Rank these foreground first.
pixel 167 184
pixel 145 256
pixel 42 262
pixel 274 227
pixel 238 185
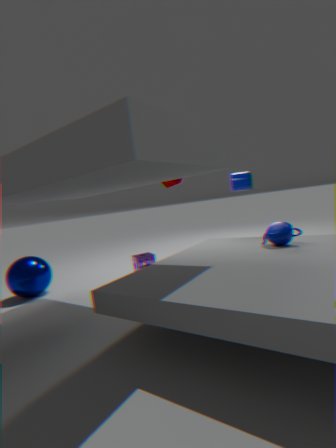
1. pixel 274 227
2. pixel 42 262
3. pixel 145 256
4. pixel 167 184
5. pixel 238 185
